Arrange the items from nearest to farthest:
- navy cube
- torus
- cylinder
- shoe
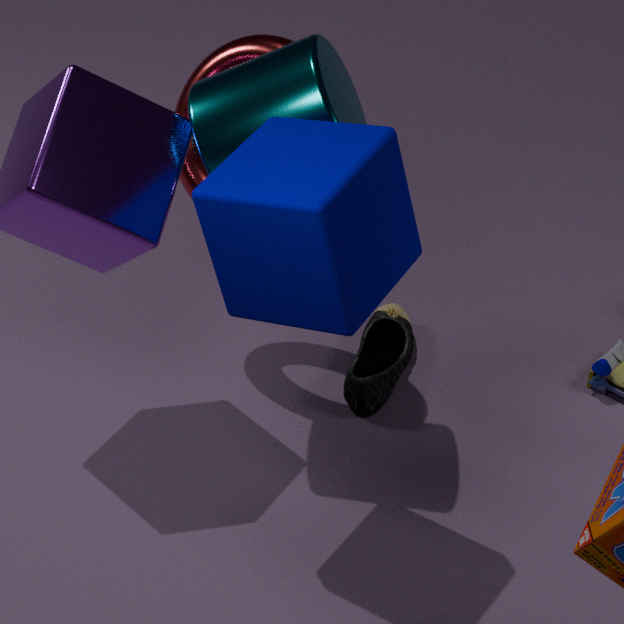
navy cube
cylinder
torus
shoe
